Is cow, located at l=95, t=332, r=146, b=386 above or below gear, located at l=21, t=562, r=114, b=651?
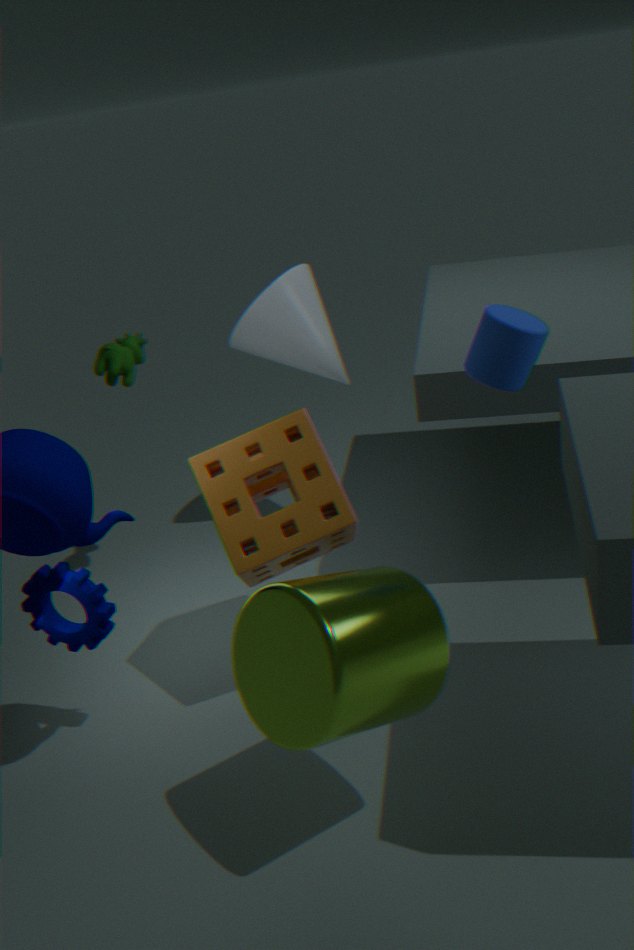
above
